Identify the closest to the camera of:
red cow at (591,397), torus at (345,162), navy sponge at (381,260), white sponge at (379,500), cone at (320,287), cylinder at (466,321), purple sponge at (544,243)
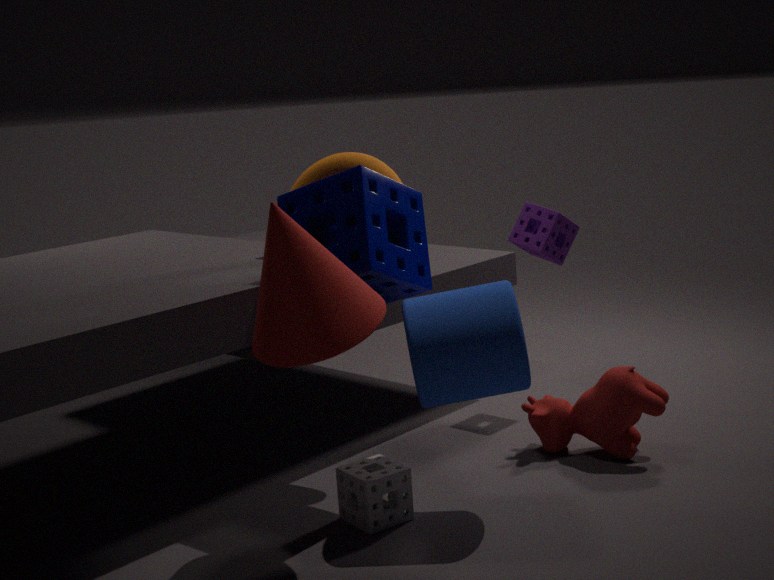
cone at (320,287)
